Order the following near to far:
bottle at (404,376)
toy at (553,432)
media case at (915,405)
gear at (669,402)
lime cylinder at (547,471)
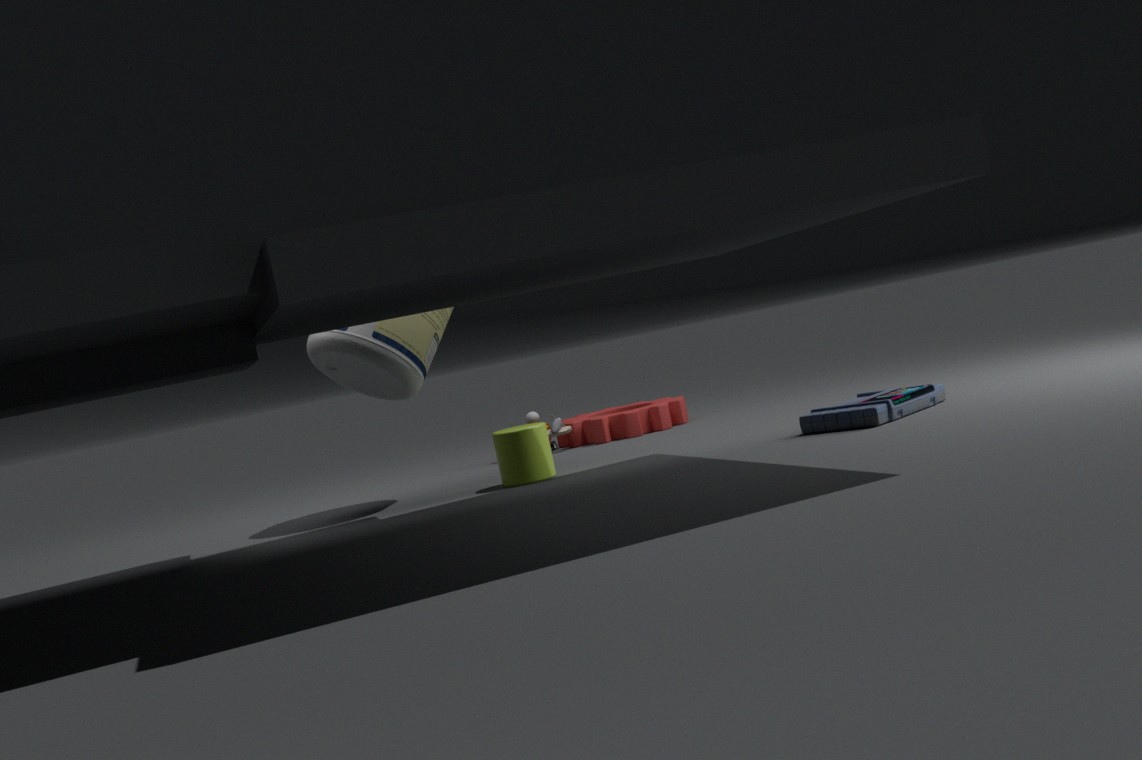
media case at (915,405) → bottle at (404,376) → lime cylinder at (547,471) → gear at (669,402) → toy at (553,432)
